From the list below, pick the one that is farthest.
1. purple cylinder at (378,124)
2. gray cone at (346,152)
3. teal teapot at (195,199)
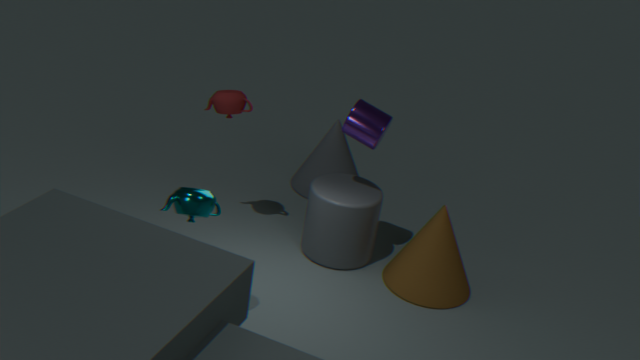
gray cone at (346,152)
